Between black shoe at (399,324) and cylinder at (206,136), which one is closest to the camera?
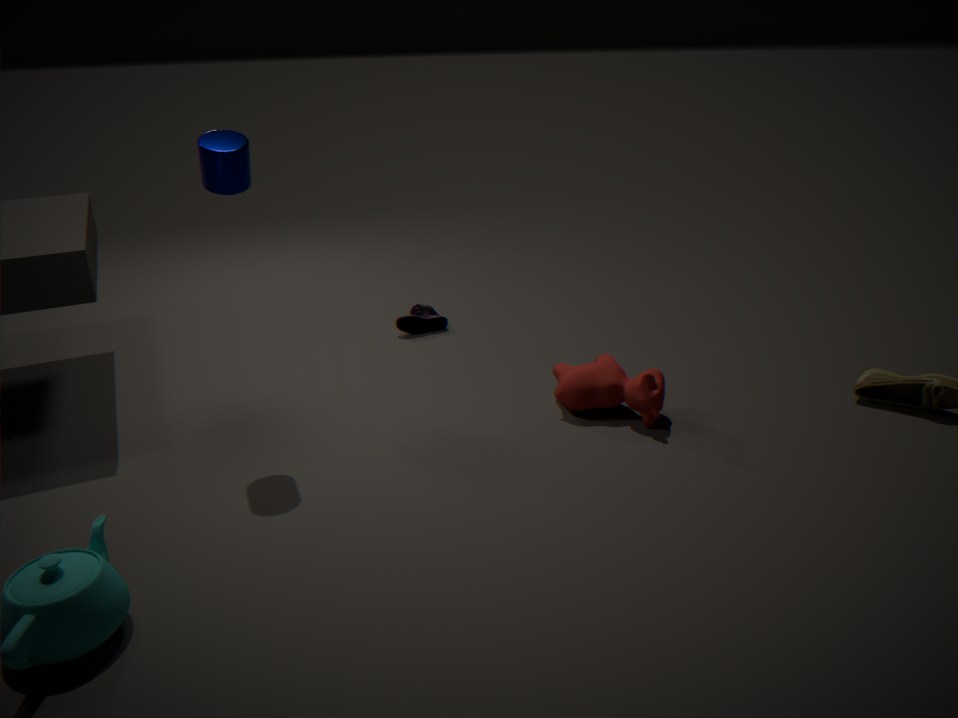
cylinder at (206,136)
